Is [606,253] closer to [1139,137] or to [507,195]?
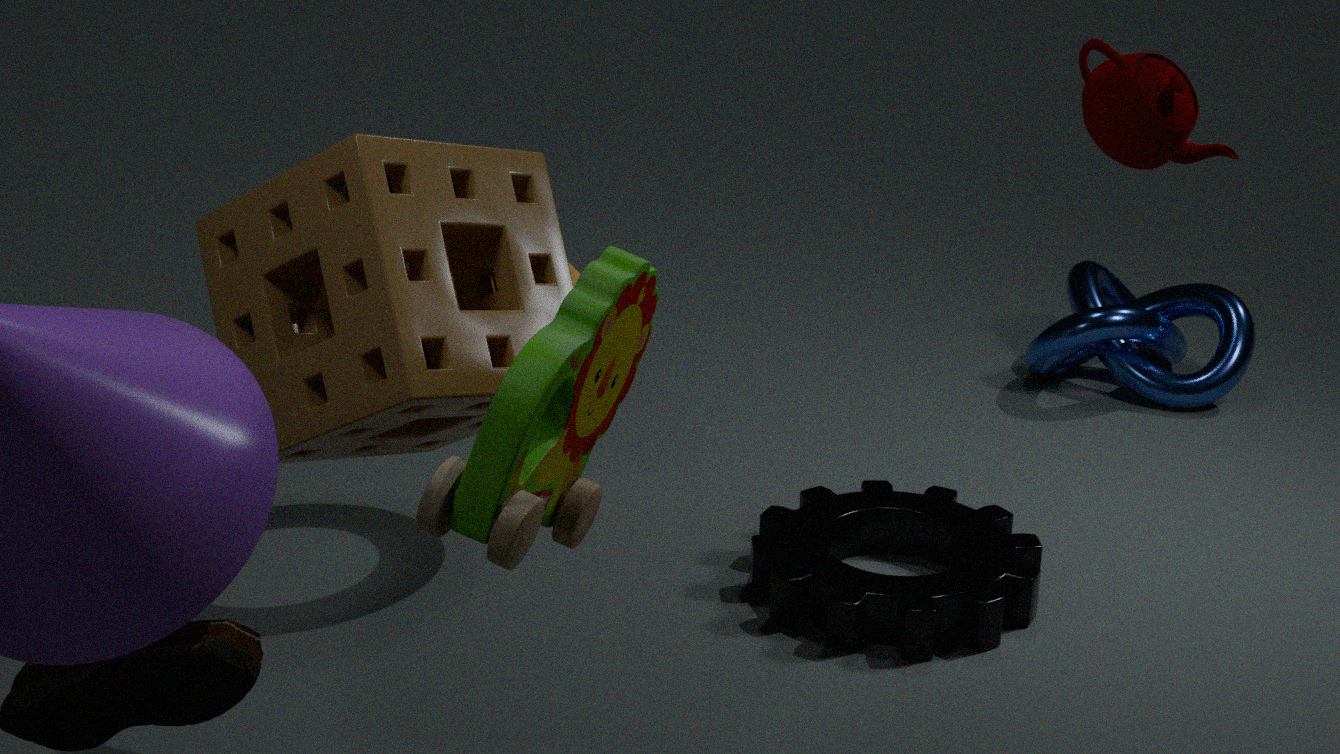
[507,195]
